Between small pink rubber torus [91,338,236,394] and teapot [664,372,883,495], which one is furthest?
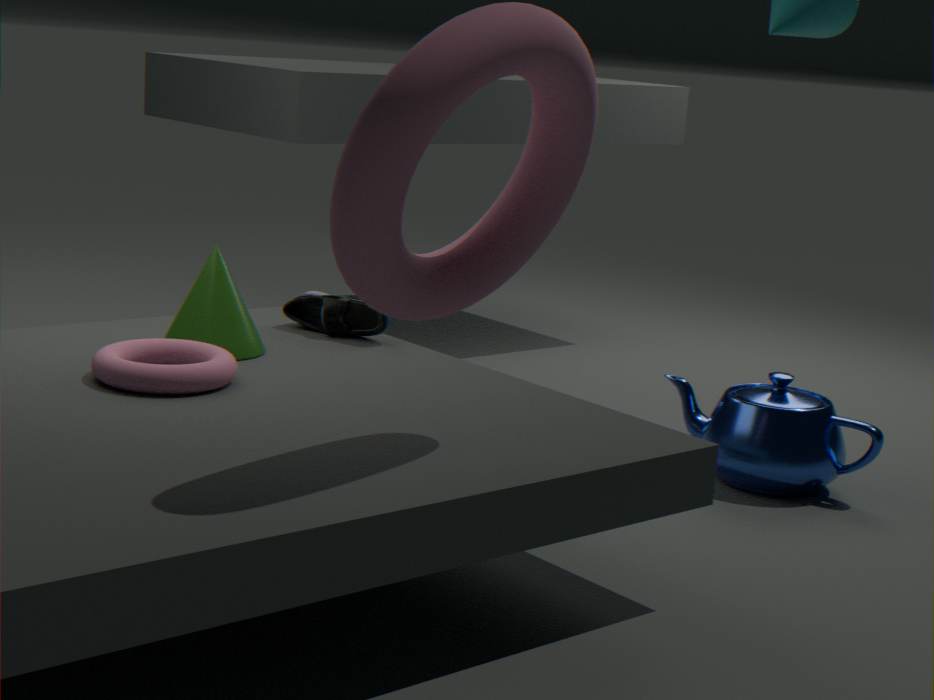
teapot [664,372,883,495]
